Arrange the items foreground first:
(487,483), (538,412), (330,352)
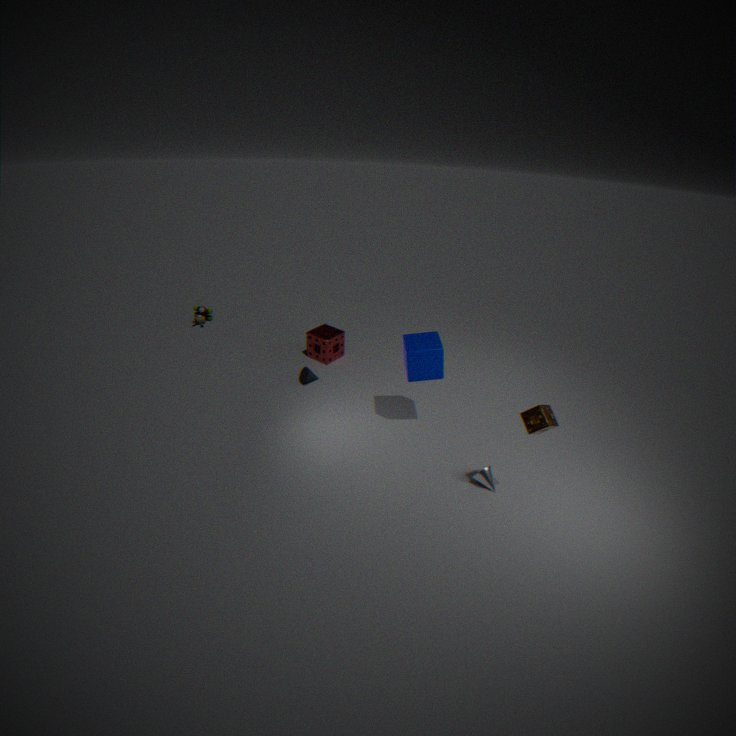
1. (538,412)
2. (487,483)
3. (330,352)
